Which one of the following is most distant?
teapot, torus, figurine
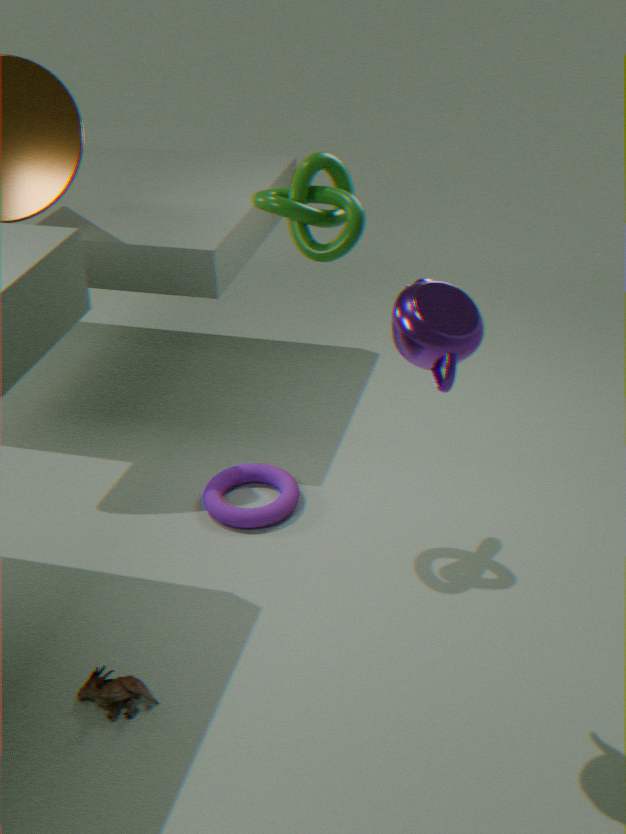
torus
